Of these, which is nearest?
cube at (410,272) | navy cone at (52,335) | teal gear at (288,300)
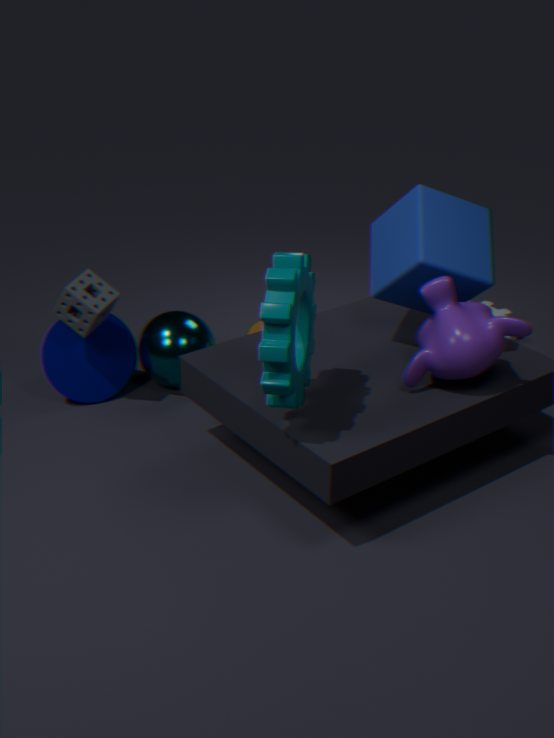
teal gear at (288,300)
